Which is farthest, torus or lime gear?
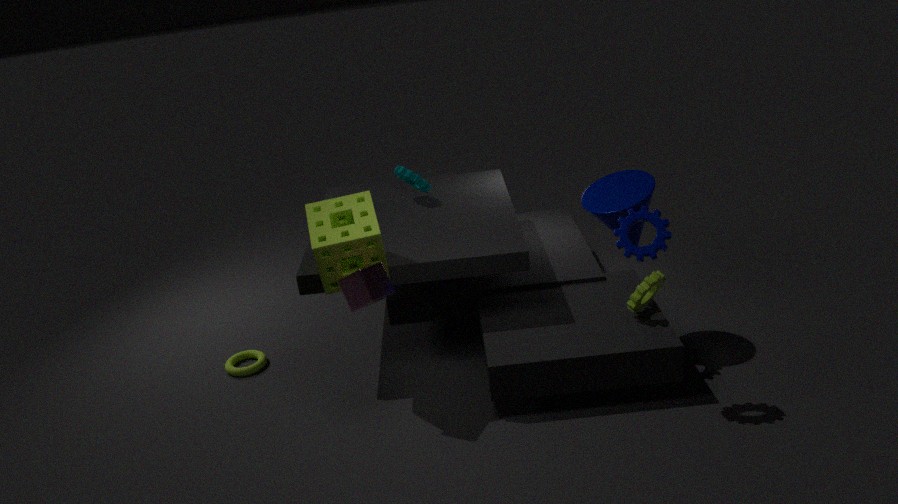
torus
